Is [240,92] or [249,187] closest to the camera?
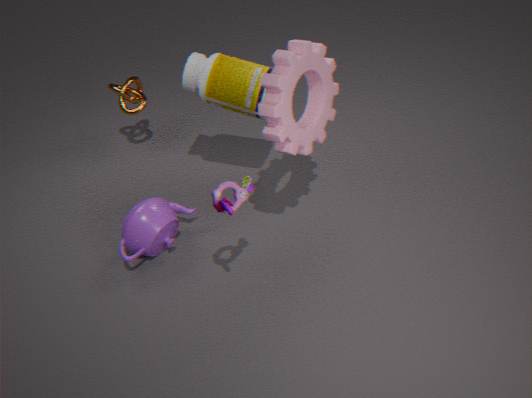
[249,187]
